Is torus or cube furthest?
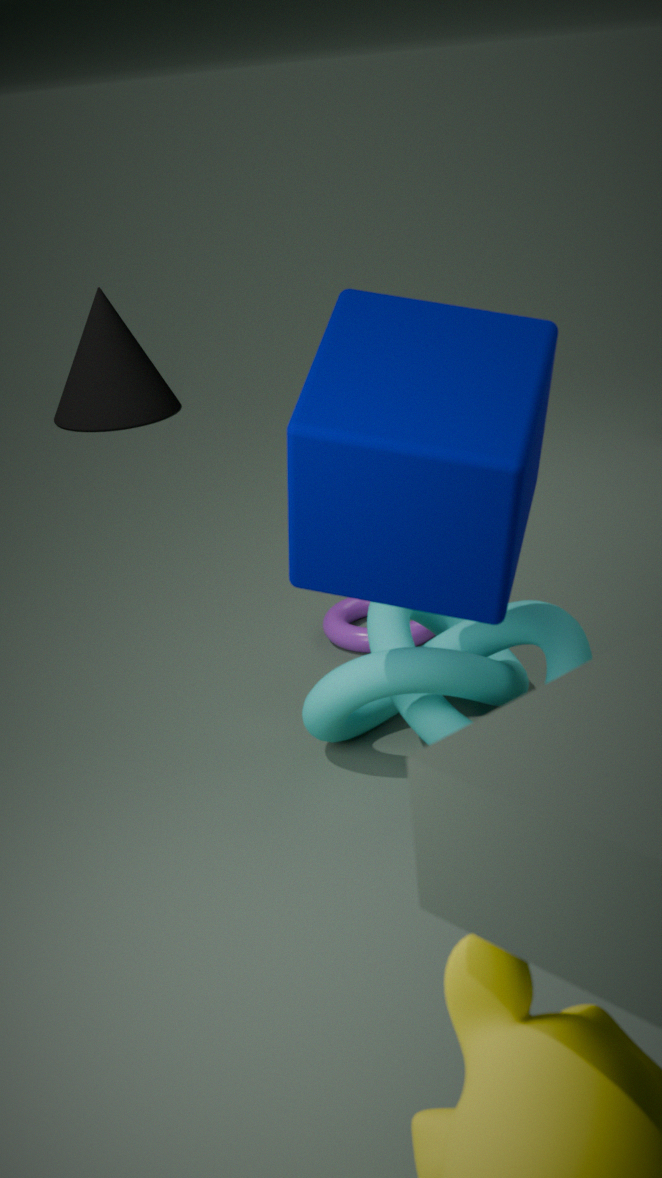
torus
